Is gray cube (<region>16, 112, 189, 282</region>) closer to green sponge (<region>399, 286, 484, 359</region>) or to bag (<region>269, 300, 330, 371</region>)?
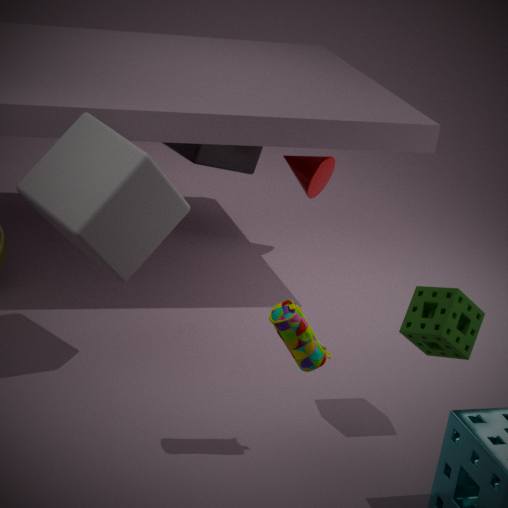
bag (<region>269, 300, 330, 371</region>)
